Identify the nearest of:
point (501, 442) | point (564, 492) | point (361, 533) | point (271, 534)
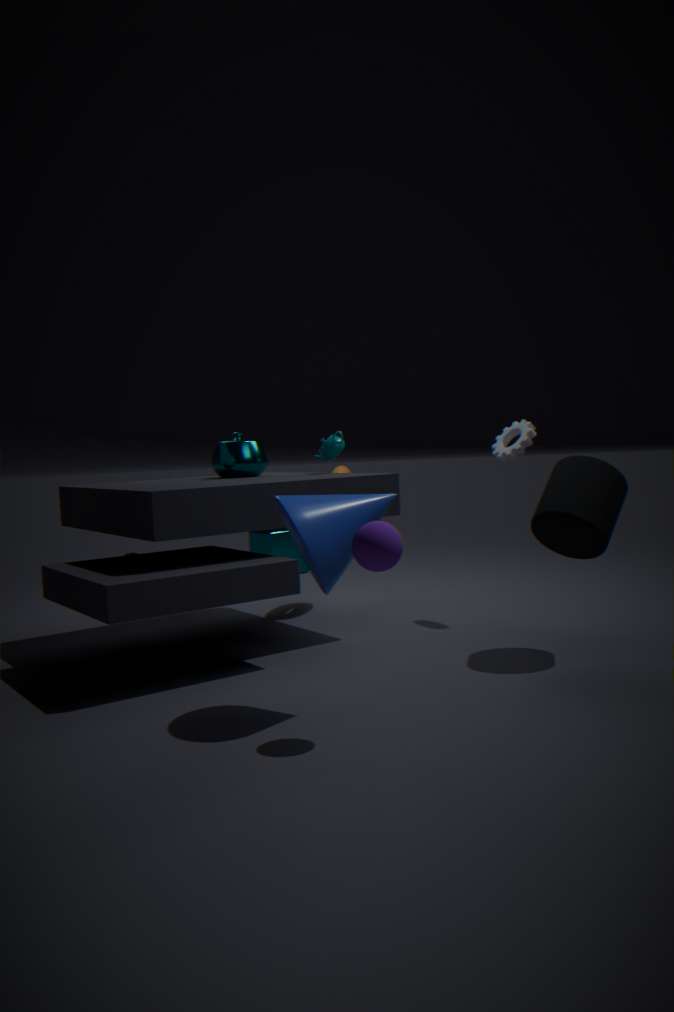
point (361, 533)
